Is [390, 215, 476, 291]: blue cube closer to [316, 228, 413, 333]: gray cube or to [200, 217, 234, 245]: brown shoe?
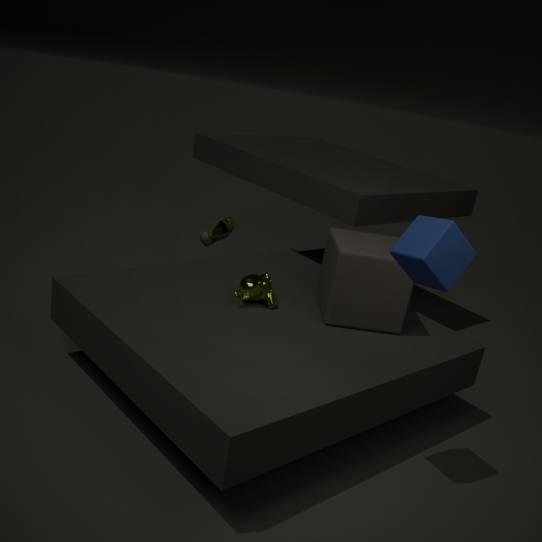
[316, 228, 413, 333]: gray cube
